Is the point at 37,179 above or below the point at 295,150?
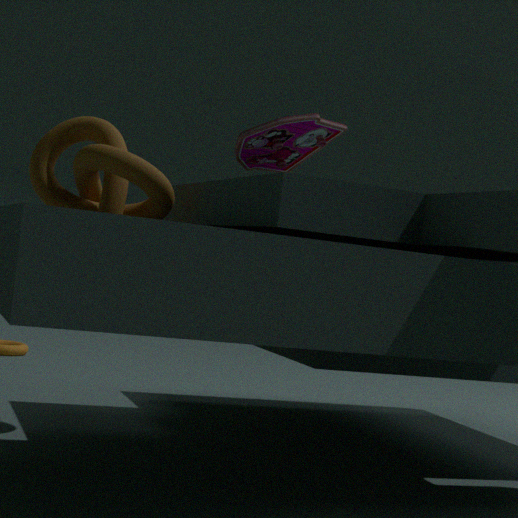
below
